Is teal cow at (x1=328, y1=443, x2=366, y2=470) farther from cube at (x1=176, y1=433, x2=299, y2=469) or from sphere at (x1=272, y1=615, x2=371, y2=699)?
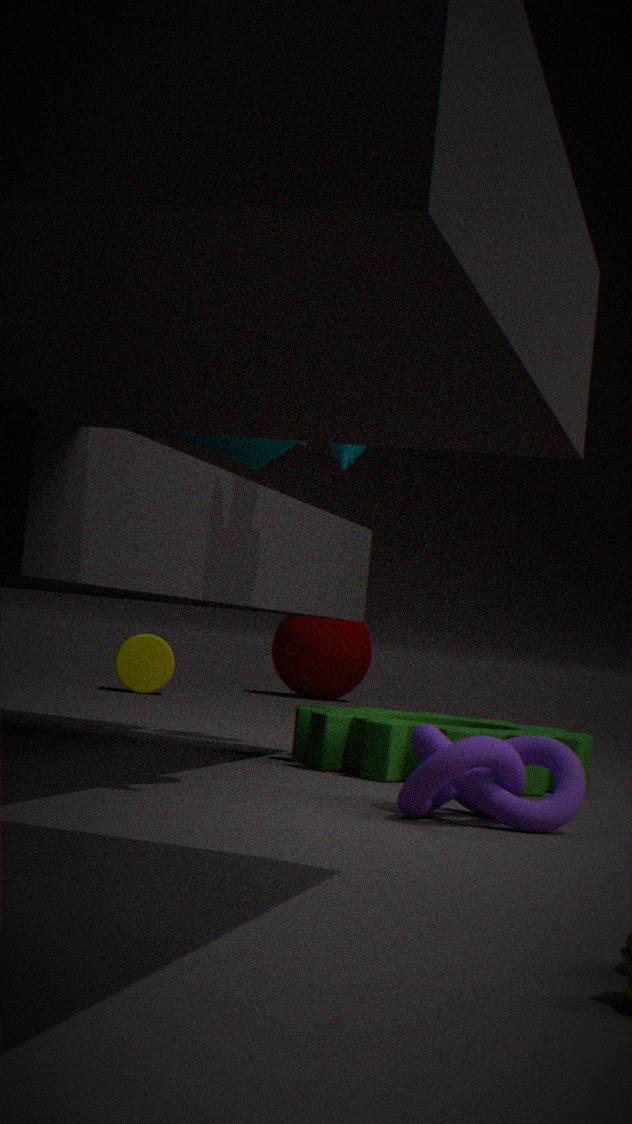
sphere at (x1=272, y1=615, x2=371, y2=699)
